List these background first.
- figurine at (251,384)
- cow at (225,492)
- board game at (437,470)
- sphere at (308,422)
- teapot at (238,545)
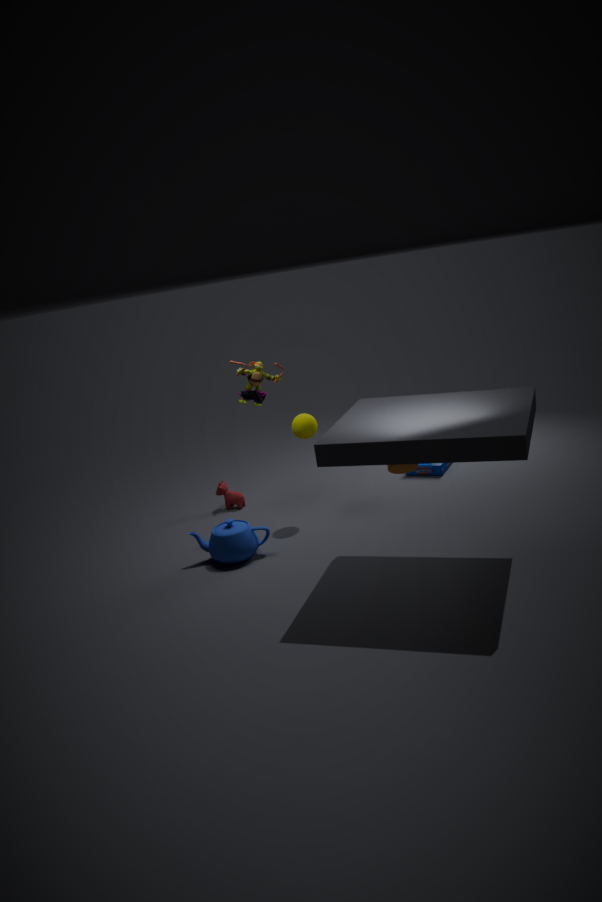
board game at (437,470), cow at (225,492), figurine at (251,384), sphere at (308,422), teapot at (238,545)
